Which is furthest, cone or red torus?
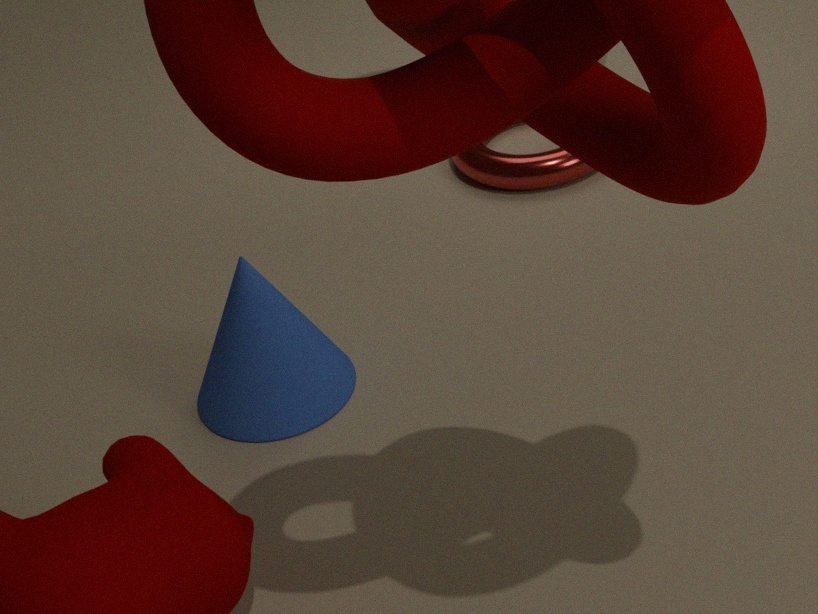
red torus
